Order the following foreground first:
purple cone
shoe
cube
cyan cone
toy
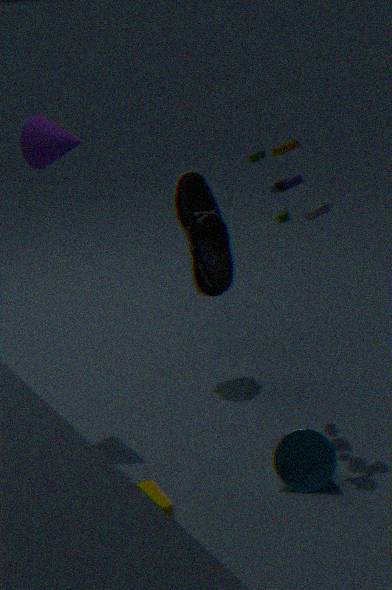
cube
cyan cone
toy
purple cone
shoe
